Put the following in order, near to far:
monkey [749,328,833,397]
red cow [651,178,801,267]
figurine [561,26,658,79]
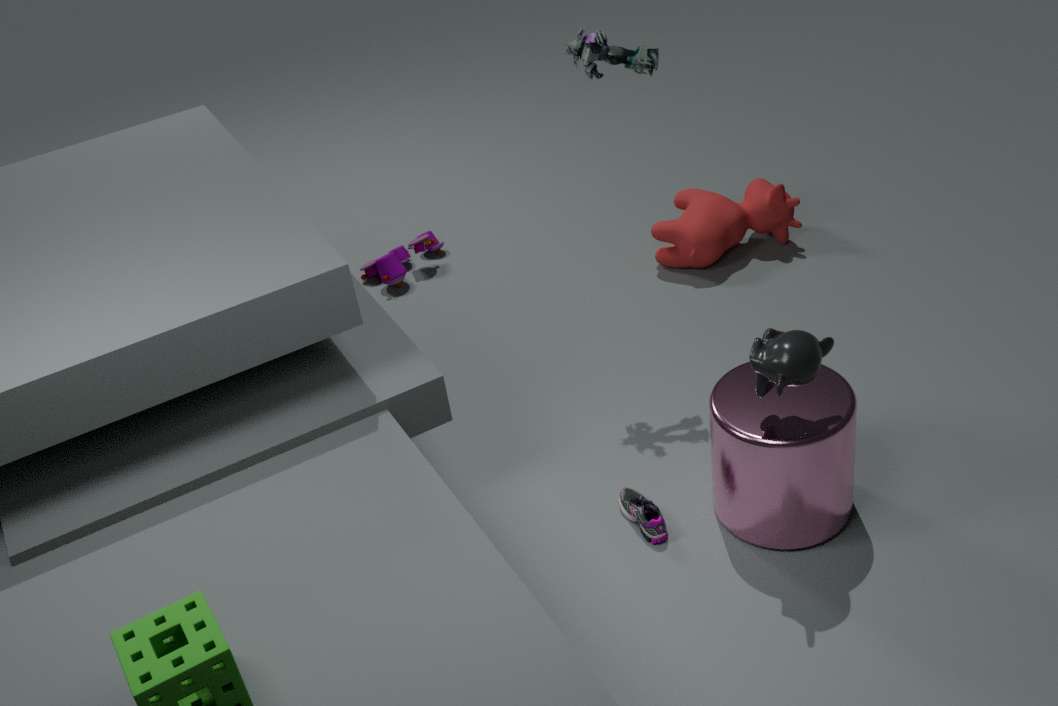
monkey [749,328,833,397], figurine [561,26,658,79], red cow [651,178,801,267]
